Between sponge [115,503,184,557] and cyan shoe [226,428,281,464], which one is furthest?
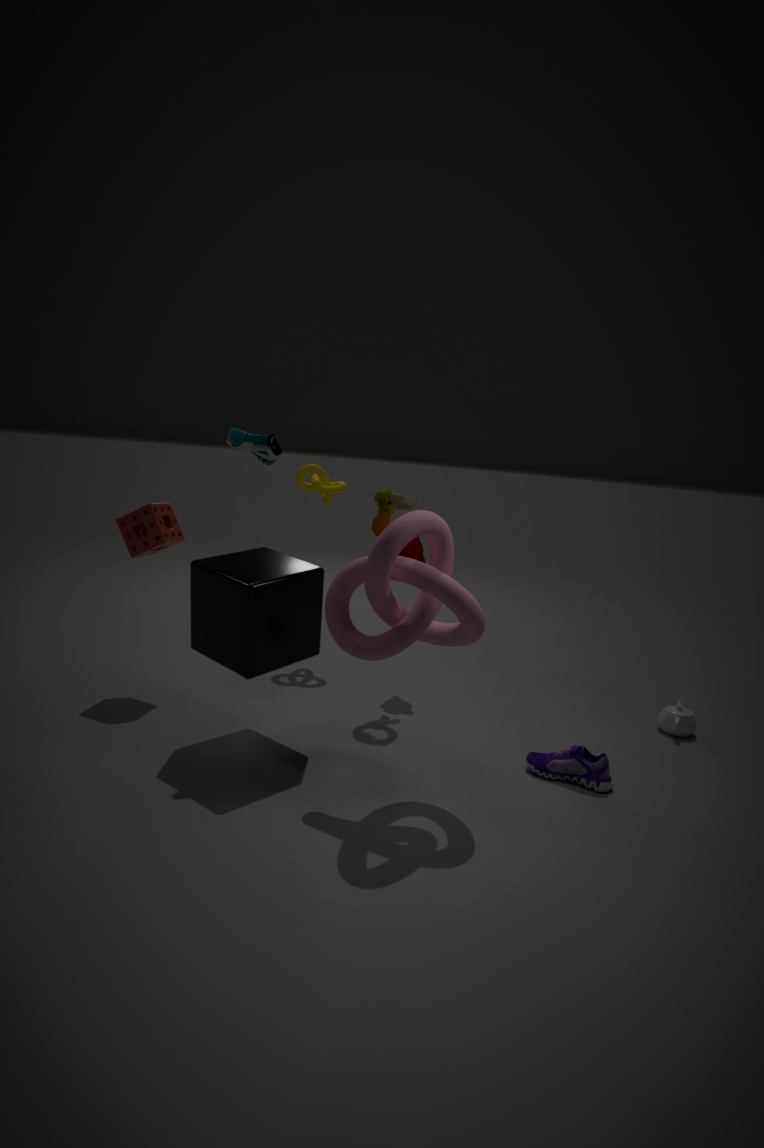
sponge [115,503,184,557]
